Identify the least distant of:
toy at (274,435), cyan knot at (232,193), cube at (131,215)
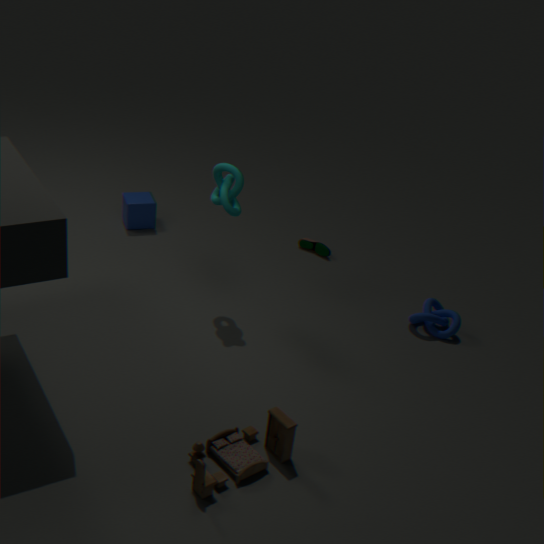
toy at (274,435)
